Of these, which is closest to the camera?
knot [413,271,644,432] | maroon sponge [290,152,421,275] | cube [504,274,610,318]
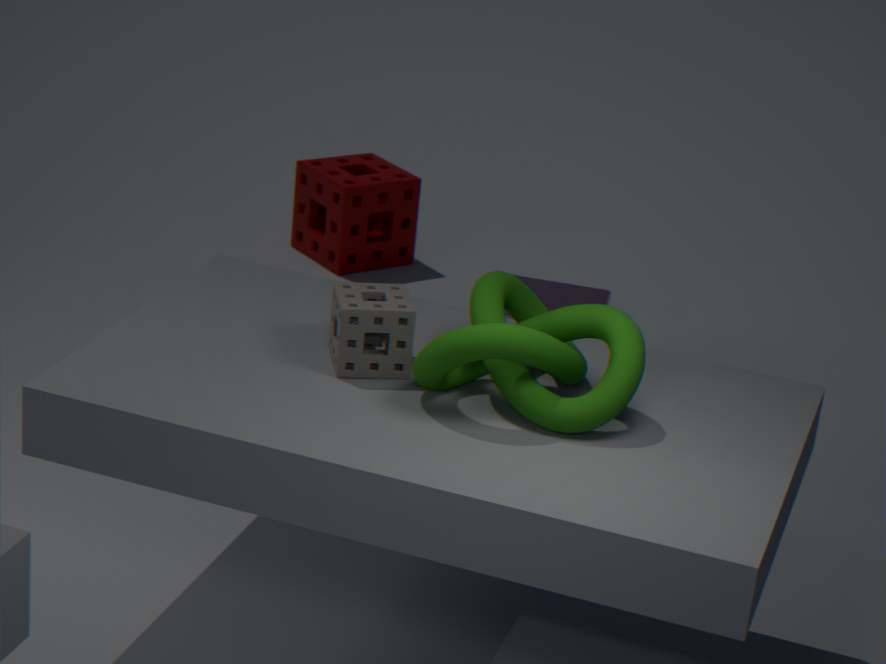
knot [413,271,644,432]
